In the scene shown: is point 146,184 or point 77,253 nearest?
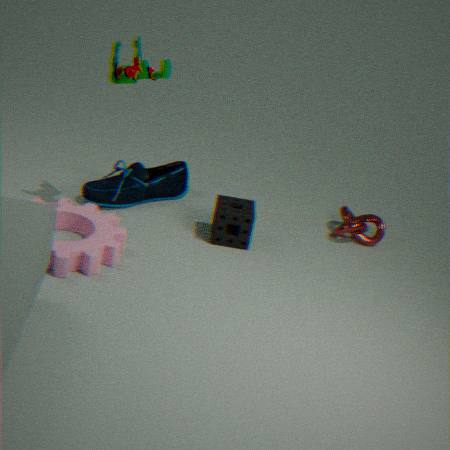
point 77,253
